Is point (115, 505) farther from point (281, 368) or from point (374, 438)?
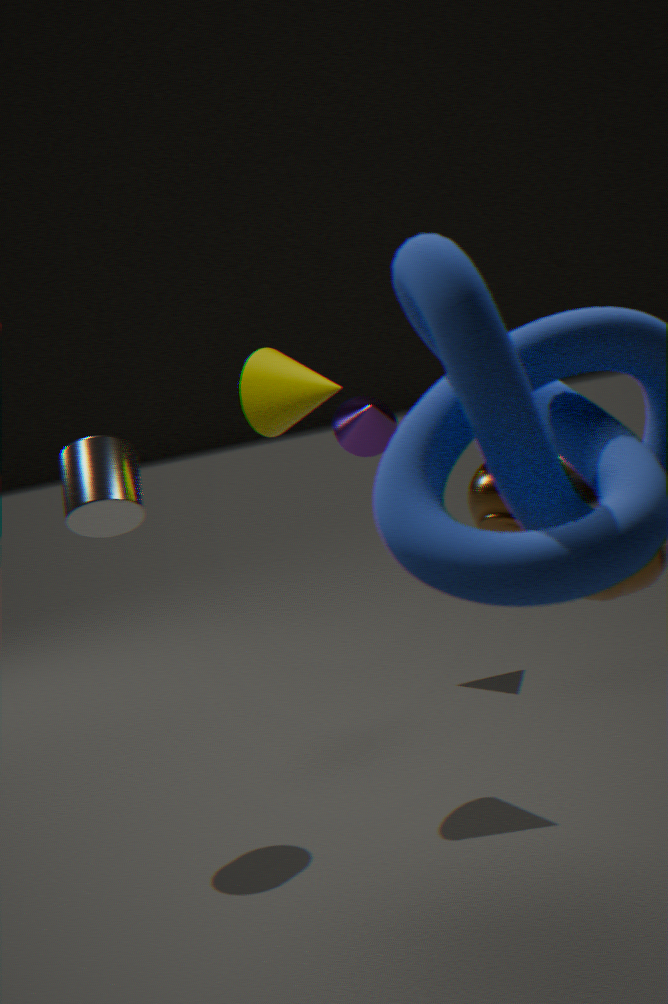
point (374, 438)
